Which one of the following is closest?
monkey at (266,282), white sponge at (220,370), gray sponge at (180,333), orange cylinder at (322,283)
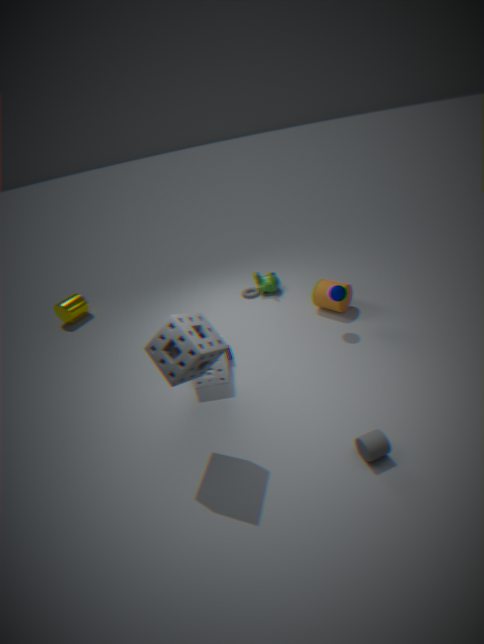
gray sponge at (180,333)
